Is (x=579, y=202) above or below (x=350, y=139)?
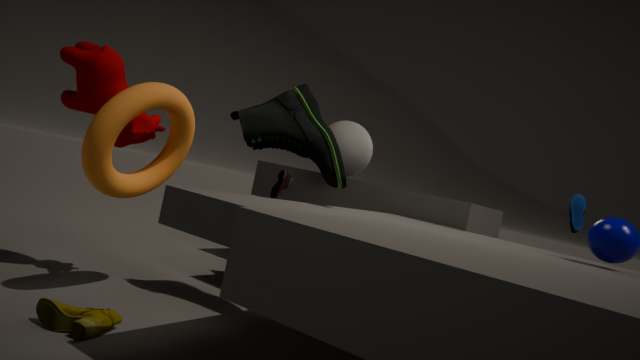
below
